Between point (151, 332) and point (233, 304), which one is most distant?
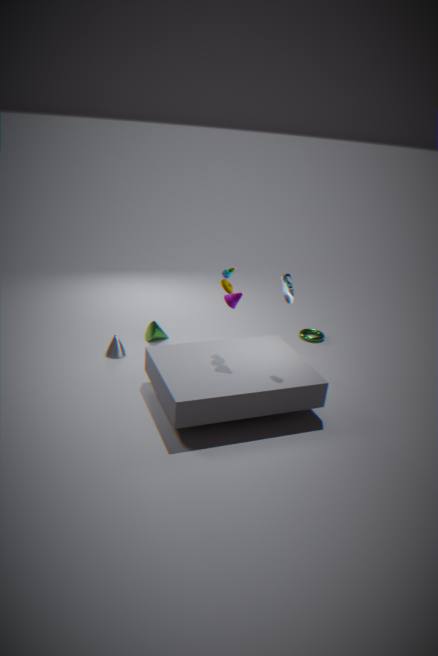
point (151, 332)
